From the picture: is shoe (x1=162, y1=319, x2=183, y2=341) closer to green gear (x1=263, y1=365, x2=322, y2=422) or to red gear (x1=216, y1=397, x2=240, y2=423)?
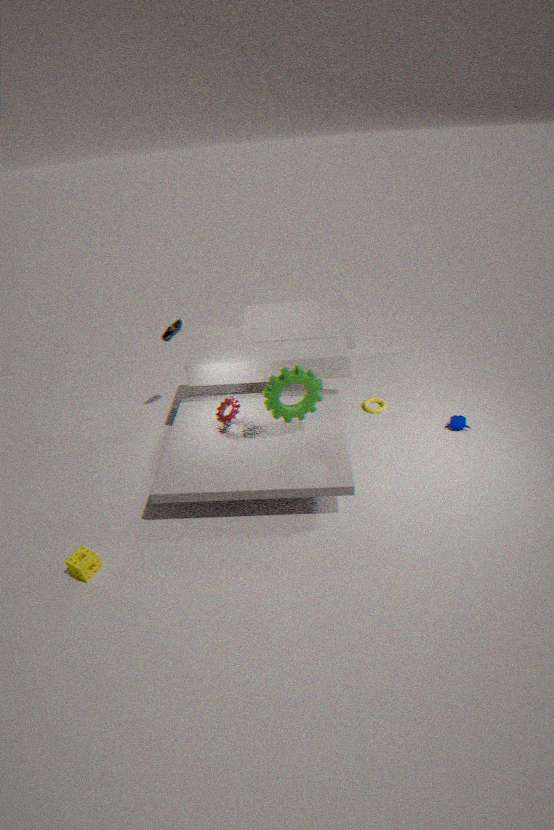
red gear (x1=216, y1=397, x2=240, y2=423)
